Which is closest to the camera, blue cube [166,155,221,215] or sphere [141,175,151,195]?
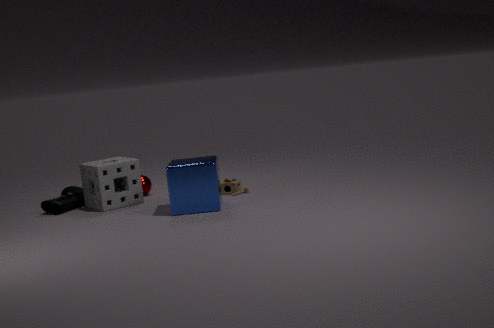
blue cube [166,155,221,215]
